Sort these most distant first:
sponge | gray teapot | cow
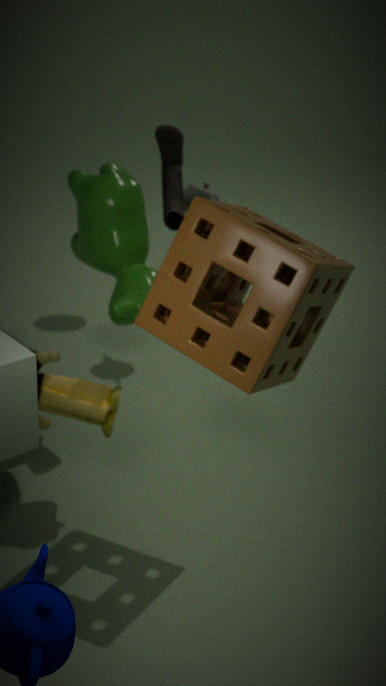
gray teapot < cow < sponge
